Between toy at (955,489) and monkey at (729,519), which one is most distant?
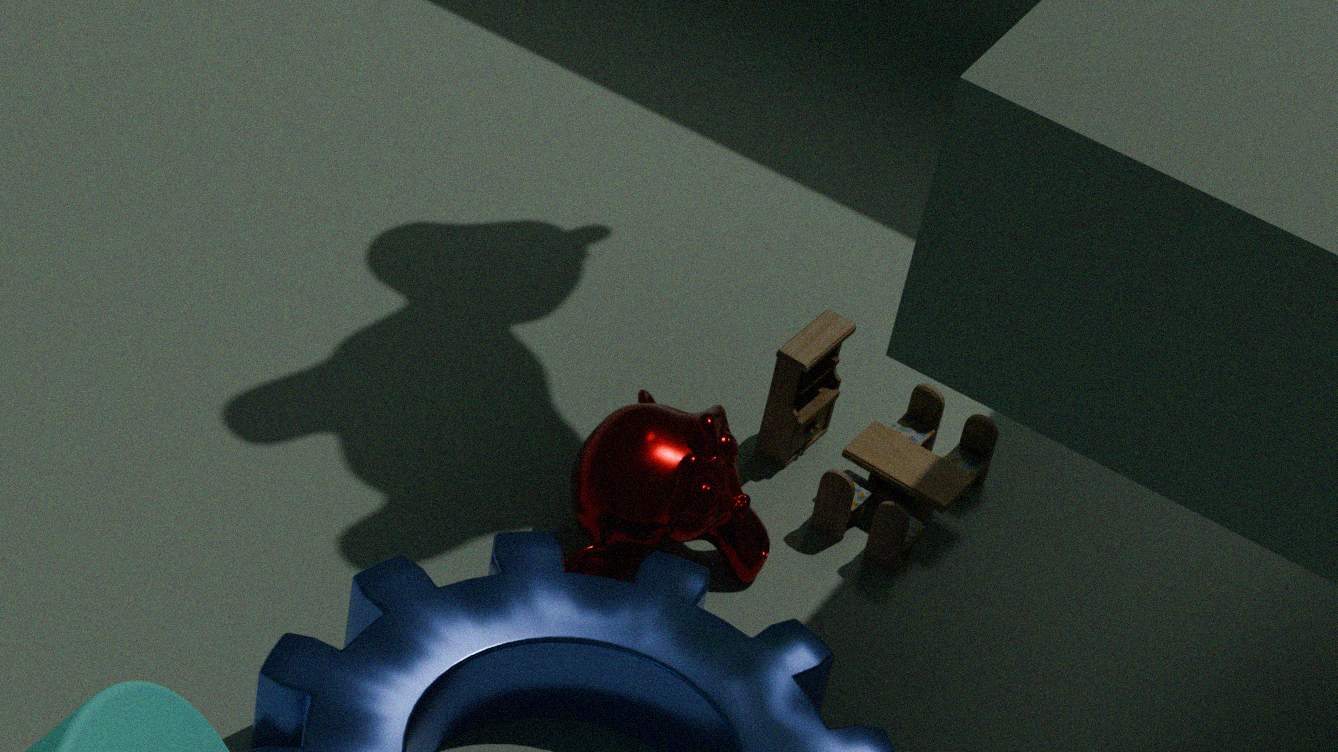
toy at (955,489)
